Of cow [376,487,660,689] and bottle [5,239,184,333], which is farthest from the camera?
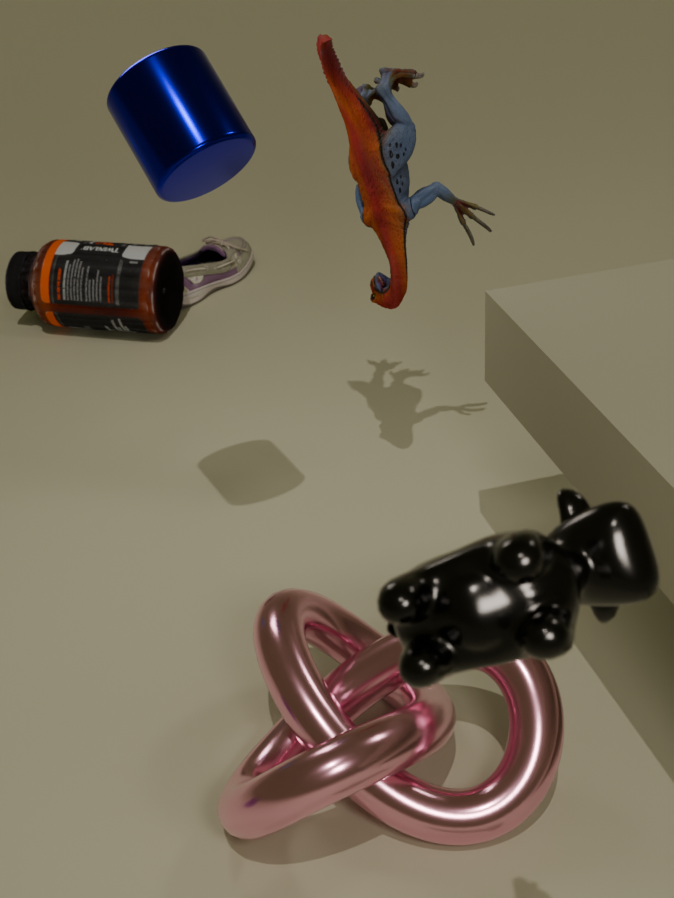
bottle [5,239,184,333]
